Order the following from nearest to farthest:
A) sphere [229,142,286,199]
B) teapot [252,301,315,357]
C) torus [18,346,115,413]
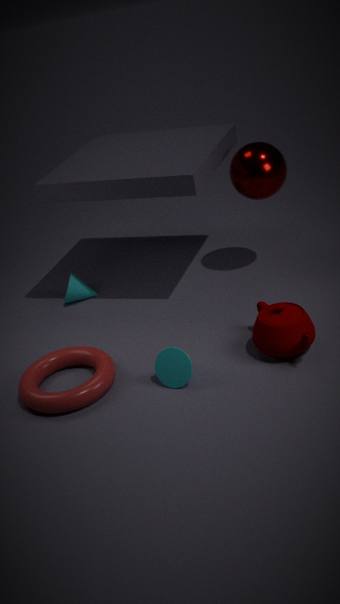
C. torus [18,346,115,413], B. teapot [252,301,315,357], A. sphere [229,142,286,199]
